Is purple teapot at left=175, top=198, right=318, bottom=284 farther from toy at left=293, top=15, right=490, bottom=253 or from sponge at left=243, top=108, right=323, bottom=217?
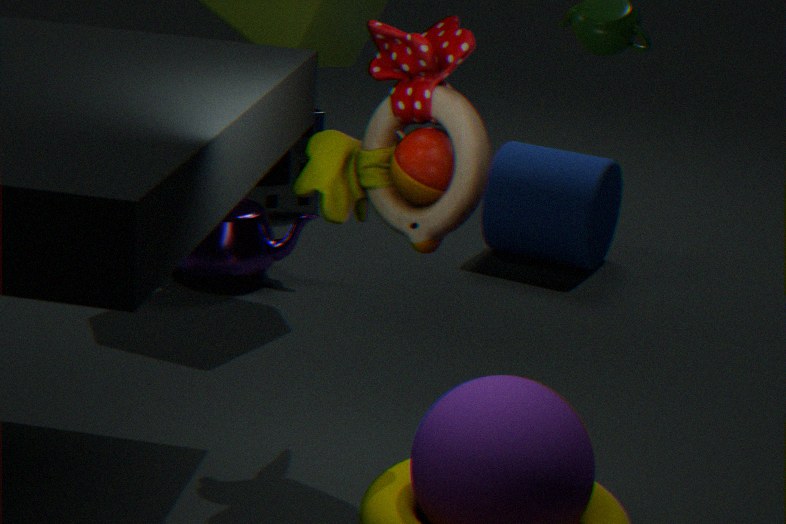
toy at left=293, top=15, right=490, bottom=253
